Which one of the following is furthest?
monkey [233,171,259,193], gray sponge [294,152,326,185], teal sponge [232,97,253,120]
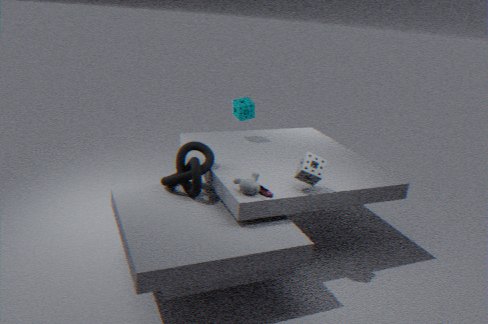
teal sponge [232,97,253,120]
